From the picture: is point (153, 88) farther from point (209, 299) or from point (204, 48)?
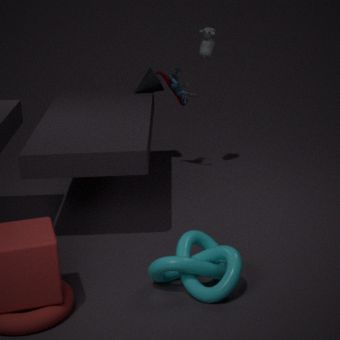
point (209, 299)
